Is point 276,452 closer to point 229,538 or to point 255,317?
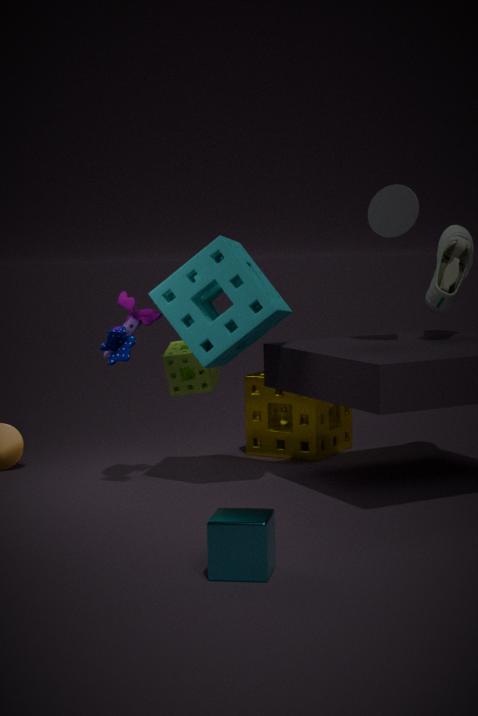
point 255,317
